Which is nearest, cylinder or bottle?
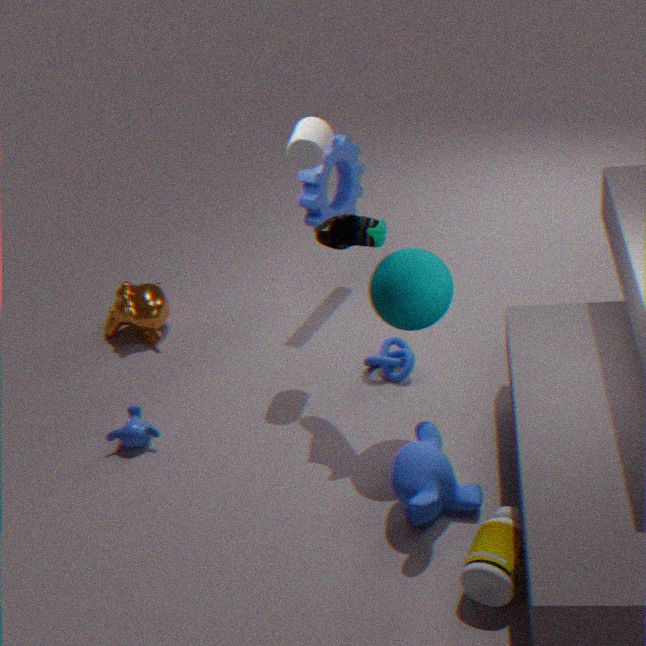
bottle
